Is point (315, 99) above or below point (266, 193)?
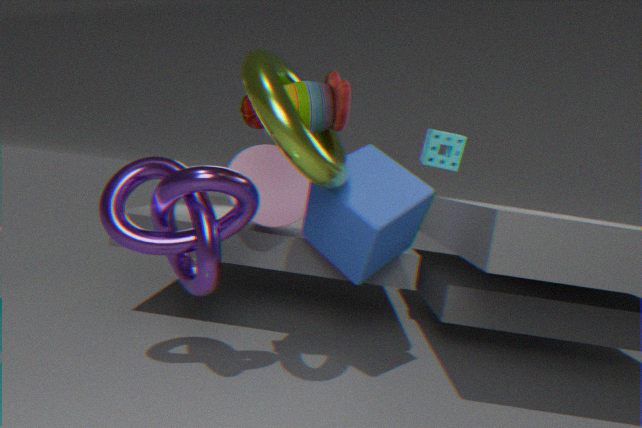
above
